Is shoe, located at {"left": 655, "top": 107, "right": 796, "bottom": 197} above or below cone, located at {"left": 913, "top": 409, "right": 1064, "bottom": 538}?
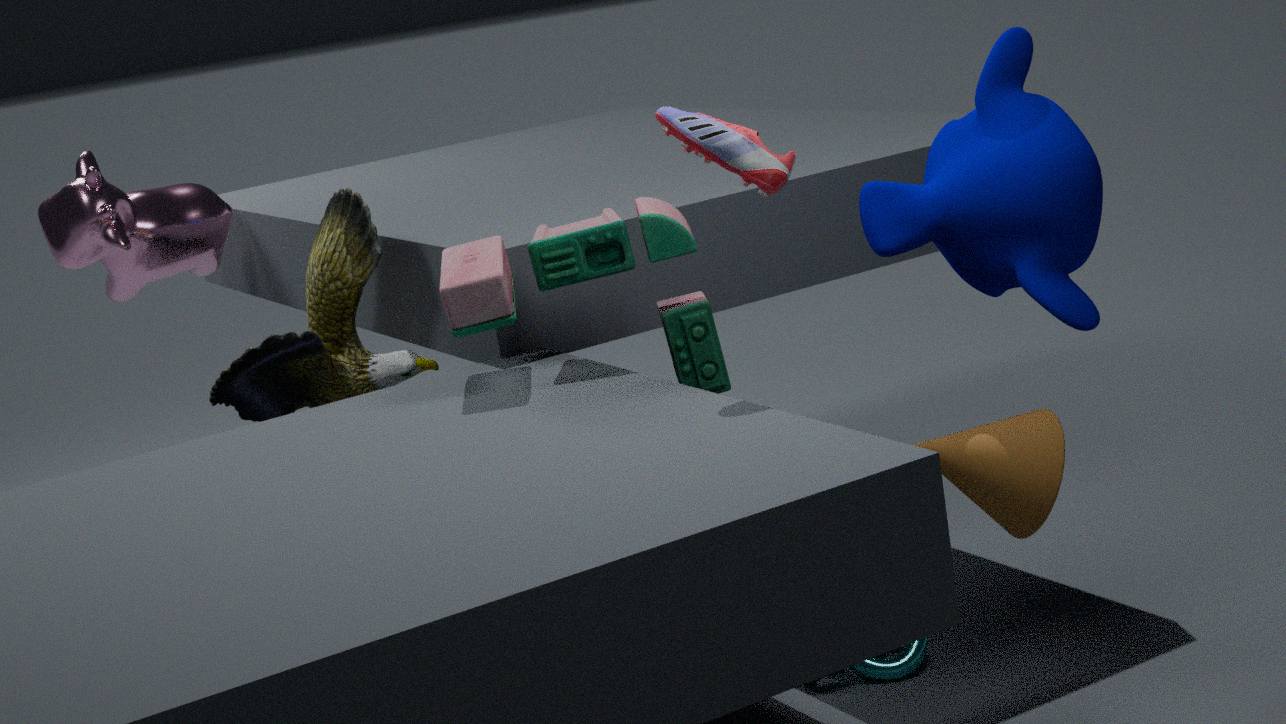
above
